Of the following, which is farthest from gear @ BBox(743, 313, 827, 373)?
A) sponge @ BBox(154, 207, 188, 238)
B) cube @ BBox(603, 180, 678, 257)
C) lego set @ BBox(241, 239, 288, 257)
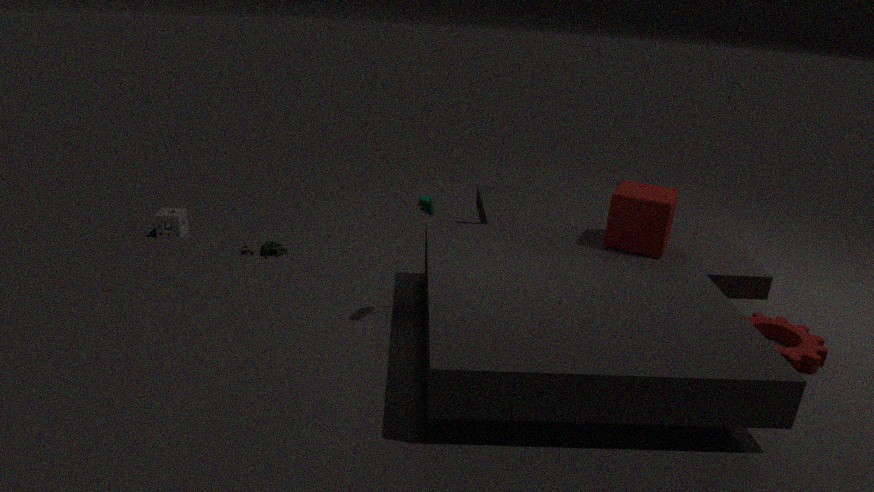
sponge @ BBox(154, 207, 188, 238)
